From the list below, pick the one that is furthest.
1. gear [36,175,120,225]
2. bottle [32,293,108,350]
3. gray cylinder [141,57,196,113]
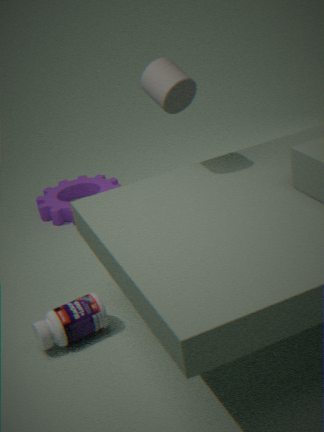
gear [36,175,120,225]
